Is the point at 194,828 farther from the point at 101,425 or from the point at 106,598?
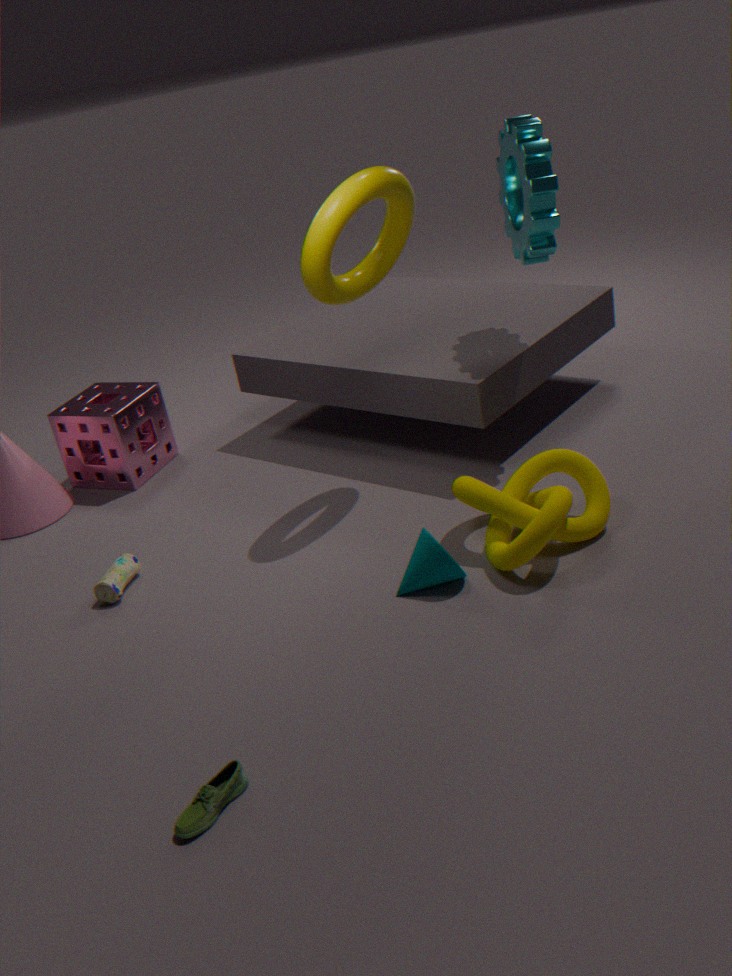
the point at 101,425
